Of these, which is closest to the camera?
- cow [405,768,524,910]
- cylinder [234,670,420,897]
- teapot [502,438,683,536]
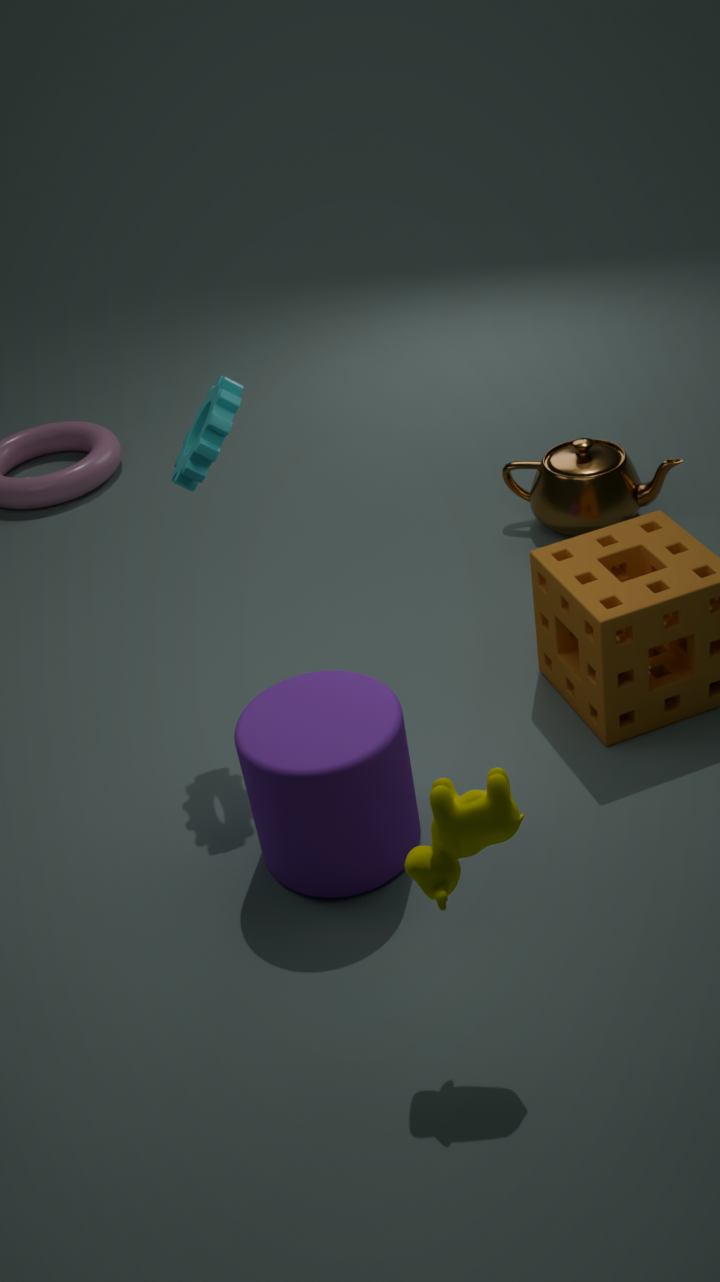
cow [405,768,524,910]
